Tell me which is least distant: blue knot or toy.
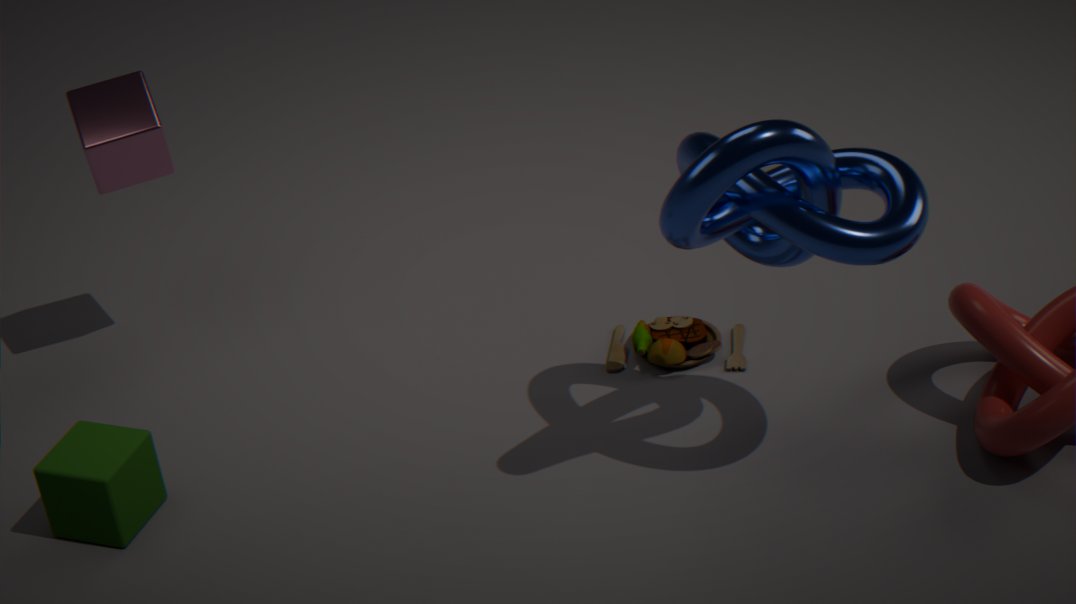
blue knot
